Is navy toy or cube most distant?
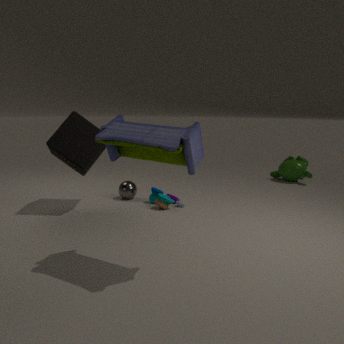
cube
